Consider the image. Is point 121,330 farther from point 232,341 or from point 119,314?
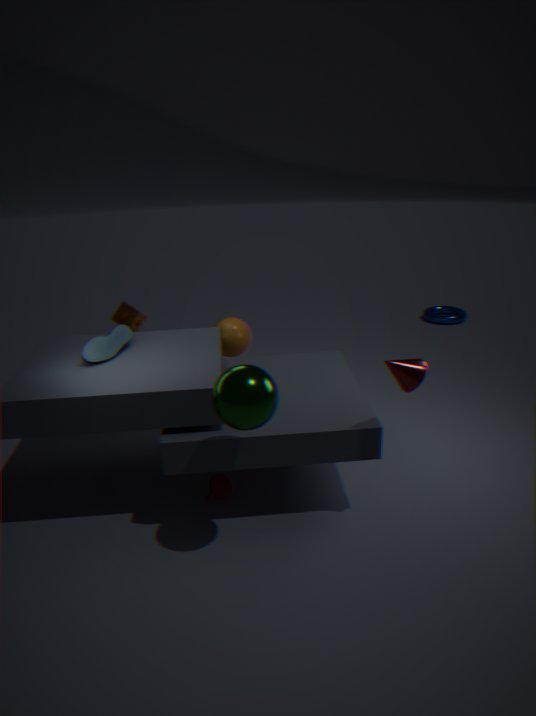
point 232,341
